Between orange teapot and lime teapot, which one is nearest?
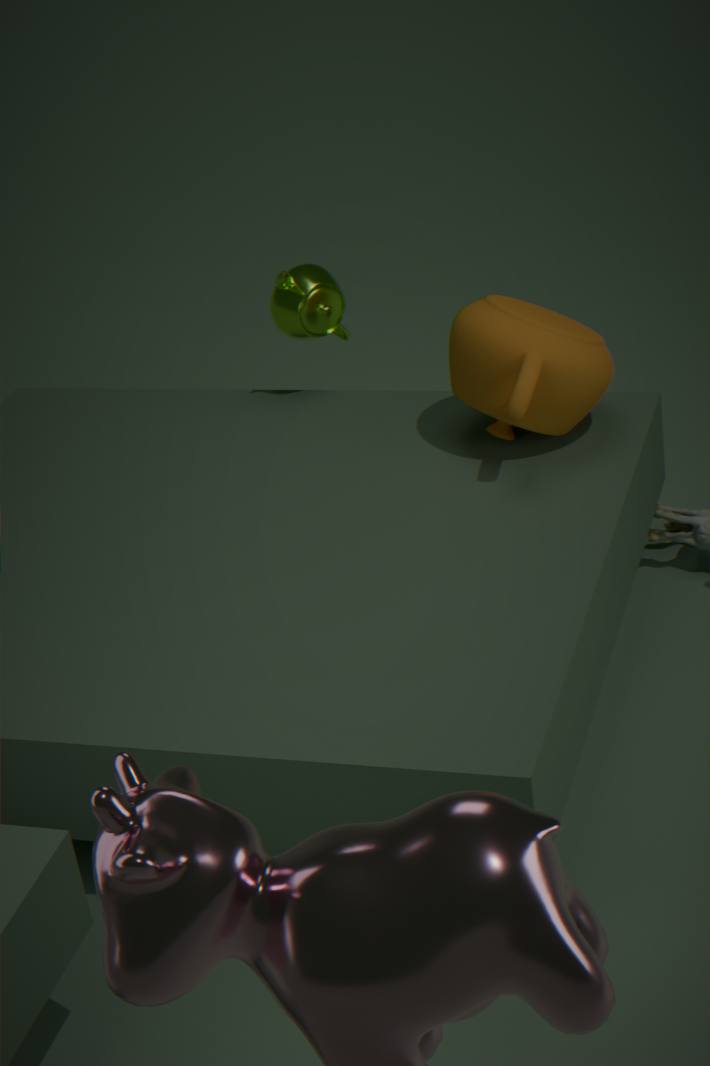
orange teapot
